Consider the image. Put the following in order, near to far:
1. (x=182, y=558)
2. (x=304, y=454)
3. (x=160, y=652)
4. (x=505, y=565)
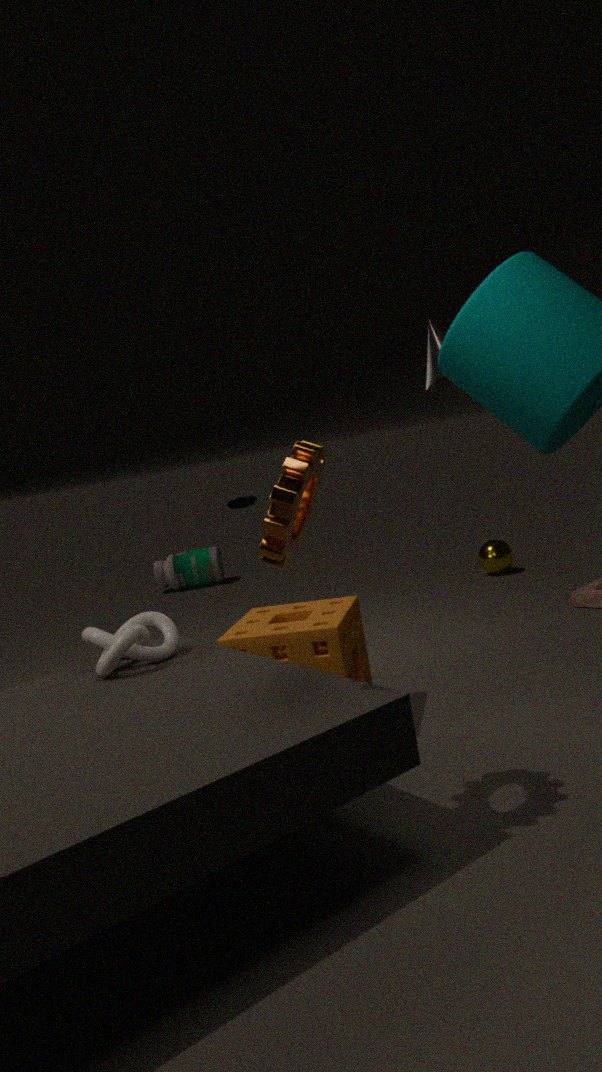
(x=304, y=454)
(x=160, y=652)
(x=505, y=565)
(x=182, y=558)
